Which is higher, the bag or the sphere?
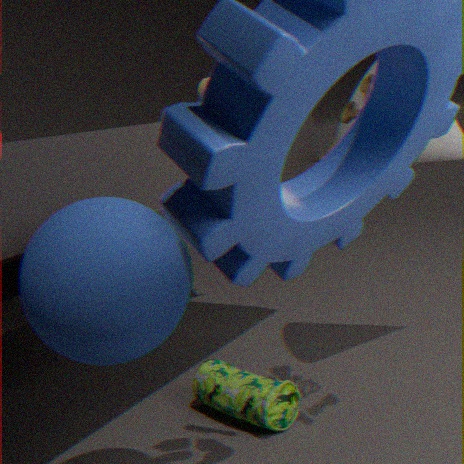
the sphere
